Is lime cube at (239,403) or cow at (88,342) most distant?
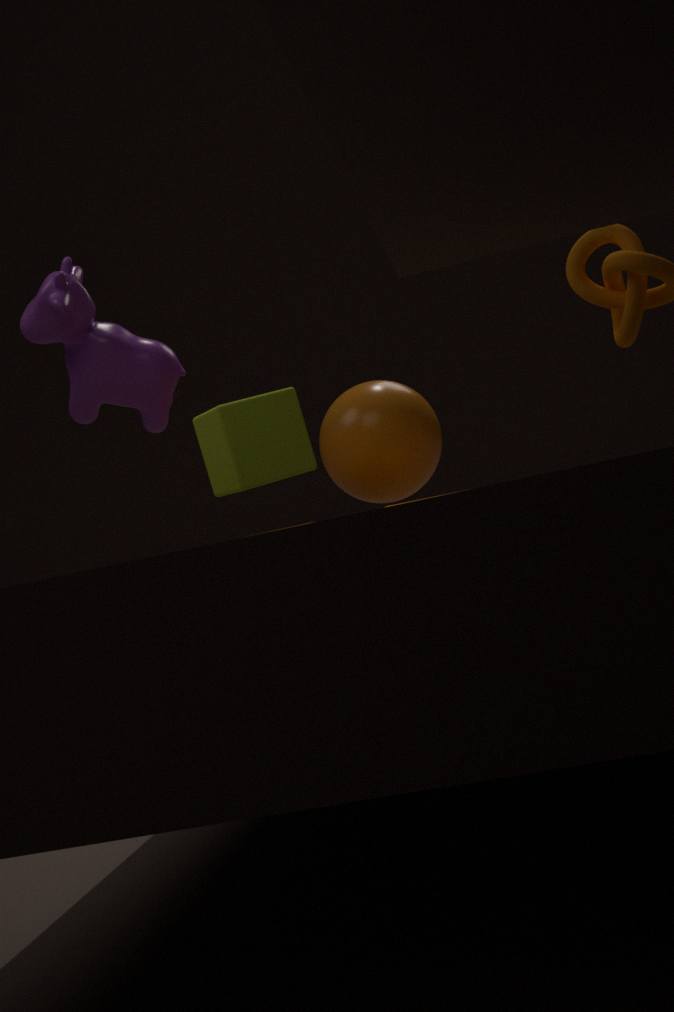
cow at (88,342)
